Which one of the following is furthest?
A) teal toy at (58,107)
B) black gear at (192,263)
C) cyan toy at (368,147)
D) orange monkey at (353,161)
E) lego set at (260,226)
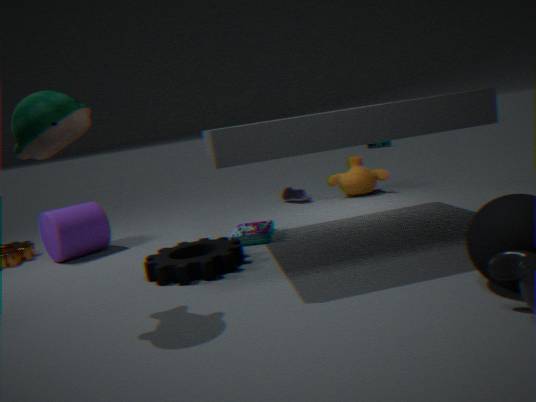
cyan toy at (368,147)
